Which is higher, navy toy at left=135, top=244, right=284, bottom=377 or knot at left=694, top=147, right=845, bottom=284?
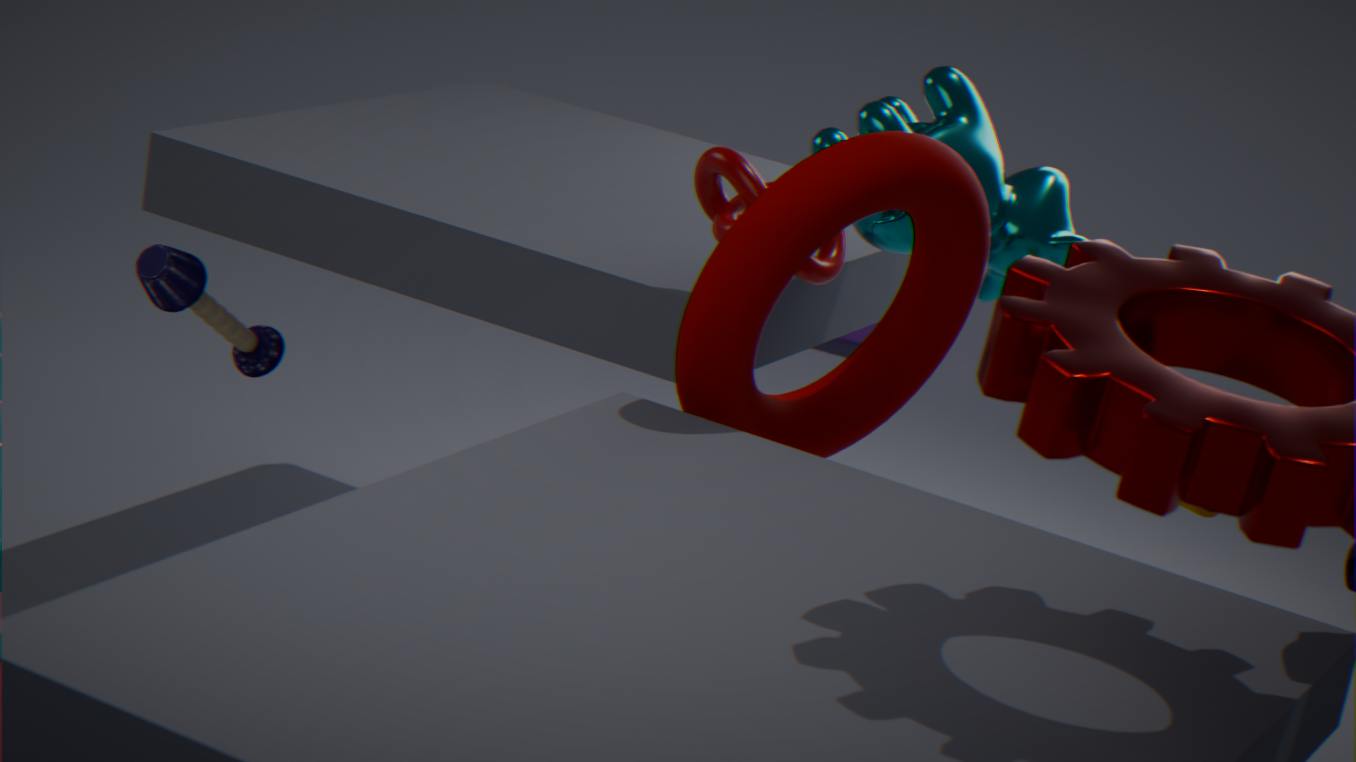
knot at left=694, top=147, right=845, bottom=284
